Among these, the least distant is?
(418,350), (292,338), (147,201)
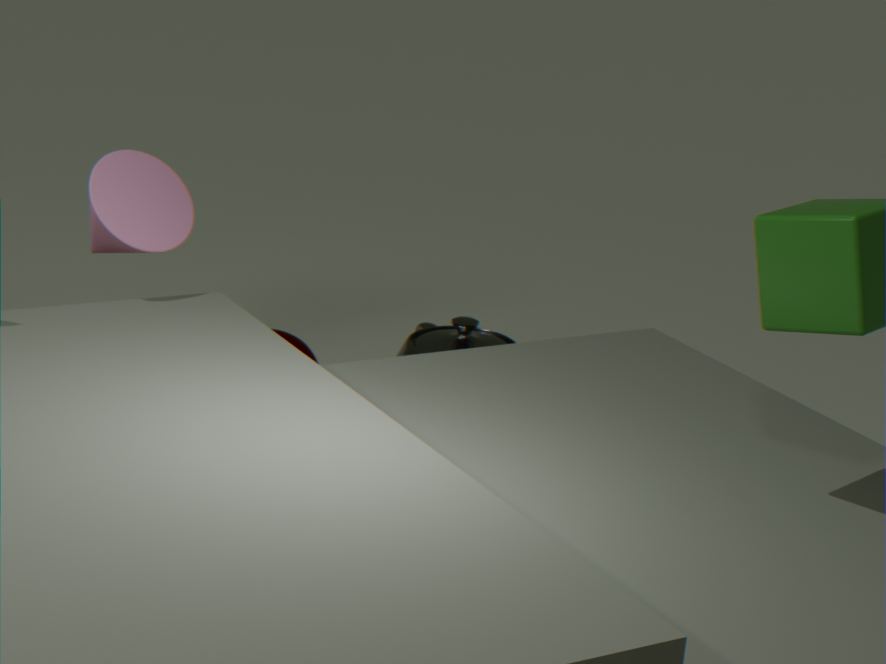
(147,201)
